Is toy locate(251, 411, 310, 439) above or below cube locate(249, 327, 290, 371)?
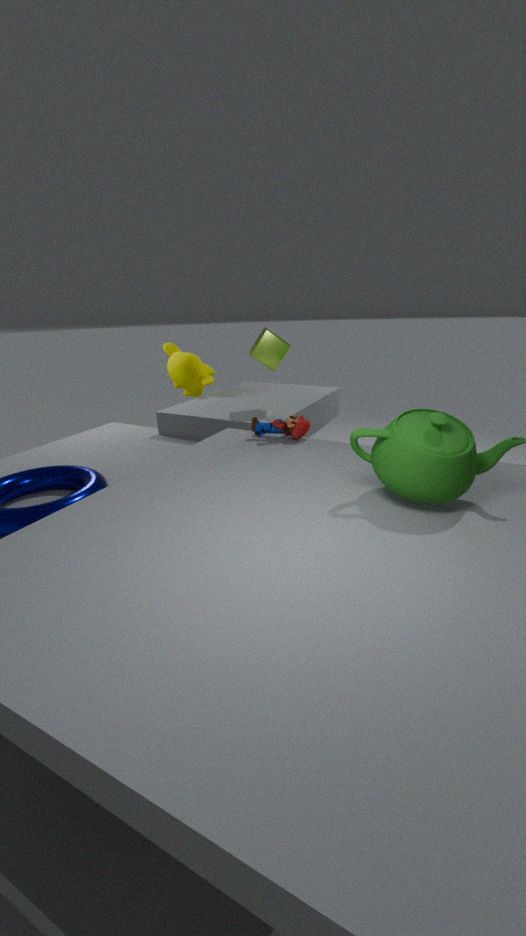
below
